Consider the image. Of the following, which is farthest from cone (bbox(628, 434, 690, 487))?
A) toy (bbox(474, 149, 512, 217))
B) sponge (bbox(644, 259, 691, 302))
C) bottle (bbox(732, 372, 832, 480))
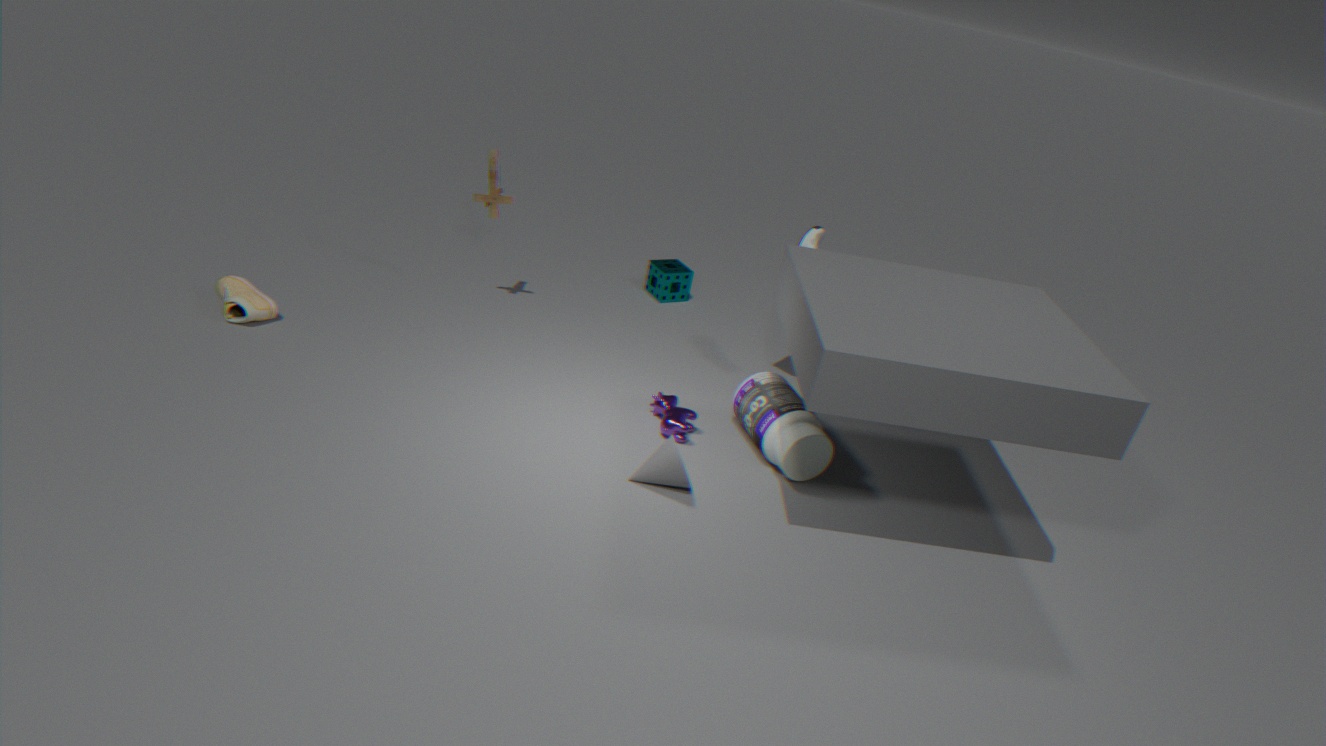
sponge (bbox(644, 259, 691, 302))
